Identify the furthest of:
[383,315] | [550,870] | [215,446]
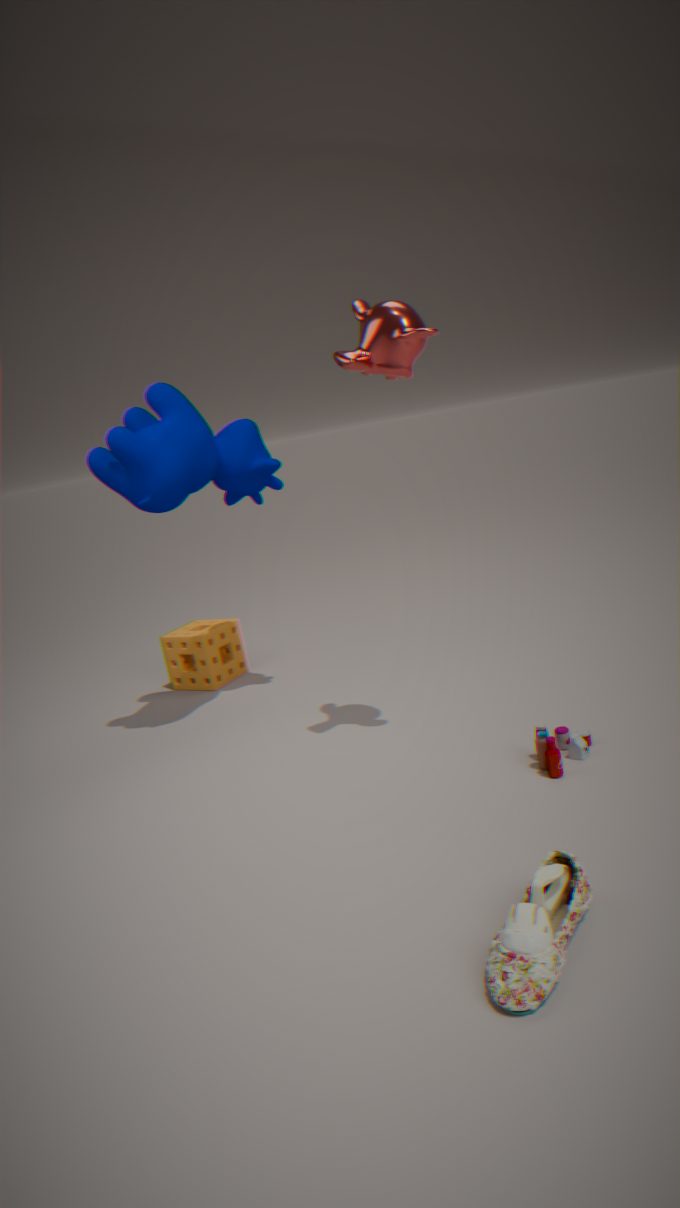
[215,446]
